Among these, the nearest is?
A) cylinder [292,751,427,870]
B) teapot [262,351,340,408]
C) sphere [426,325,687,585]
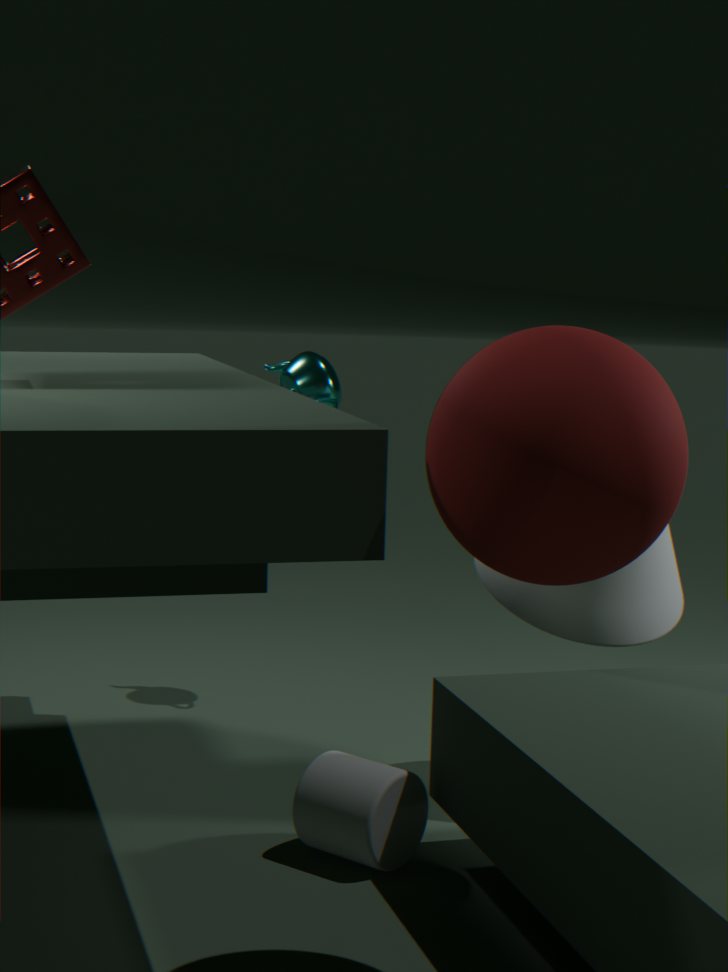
sphere [426,325,687,585]
